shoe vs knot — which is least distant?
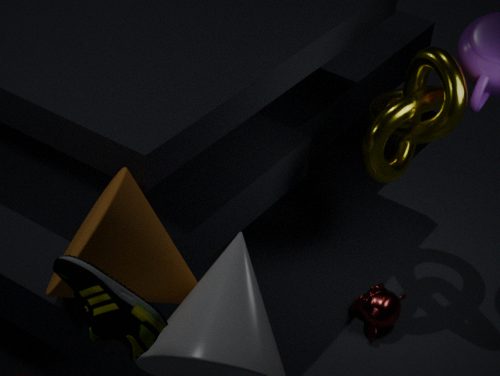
shoe
